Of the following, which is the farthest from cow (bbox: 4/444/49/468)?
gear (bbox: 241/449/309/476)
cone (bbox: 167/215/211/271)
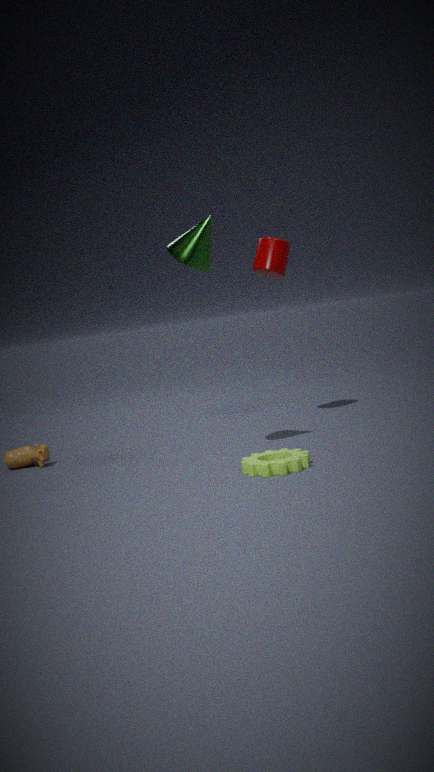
cone (bbox: 167/215/211/271)
